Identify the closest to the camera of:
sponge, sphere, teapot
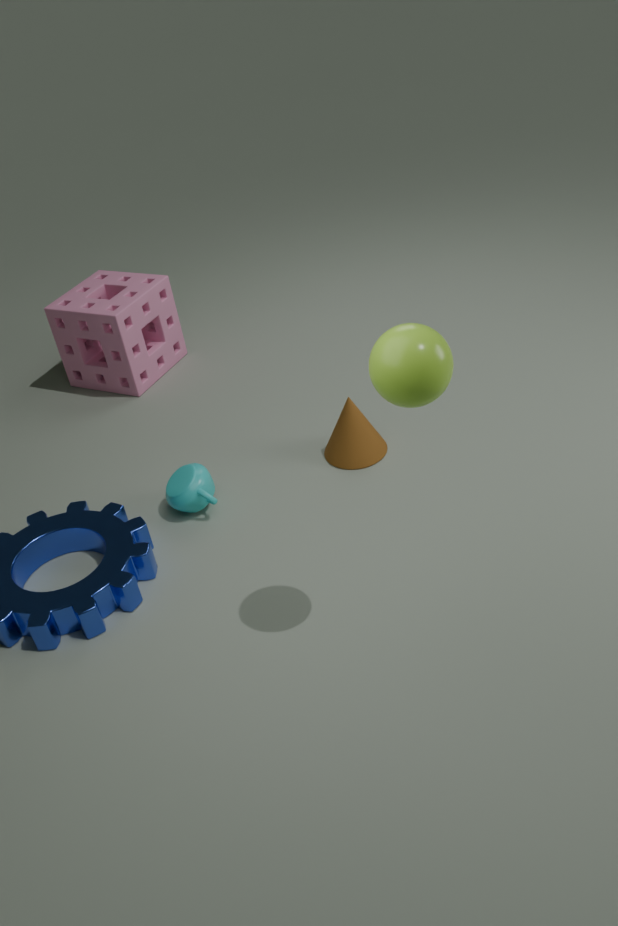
sphere
